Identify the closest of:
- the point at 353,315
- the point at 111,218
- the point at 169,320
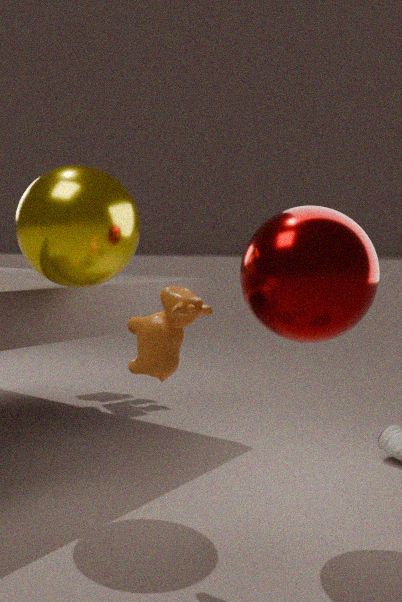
the point at 169,320
